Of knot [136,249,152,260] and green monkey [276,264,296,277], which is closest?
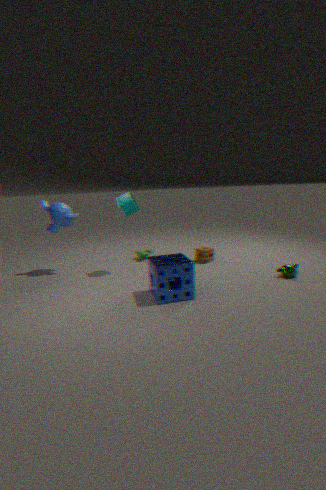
green monkey [276,264,296,277]
